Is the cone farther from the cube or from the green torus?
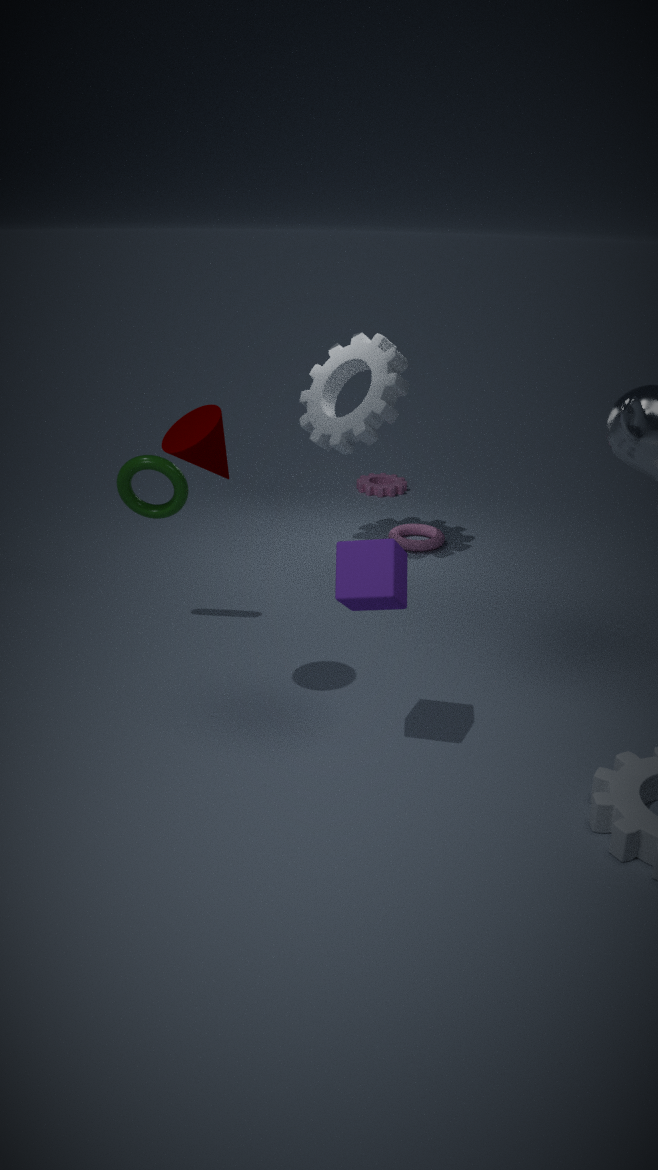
the green torus
